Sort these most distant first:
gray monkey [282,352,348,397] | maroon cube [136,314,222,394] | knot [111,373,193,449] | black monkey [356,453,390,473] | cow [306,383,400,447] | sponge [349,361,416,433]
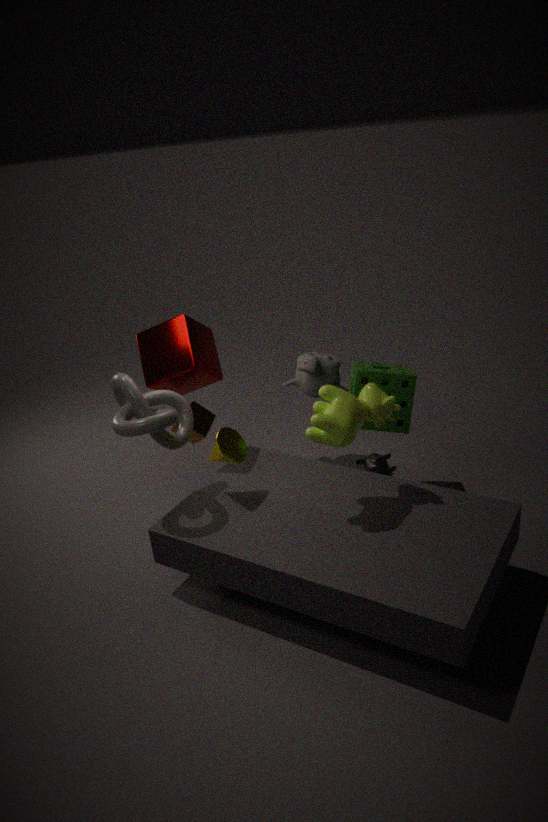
Answer: black monkey [356,453,390,473]
gray monkey [282,352,348,397]
sponge [349,361,416,433]
maroon cube [136,314,222,394]
knot [111,373,193,449]
cow [306,383,400,447]
